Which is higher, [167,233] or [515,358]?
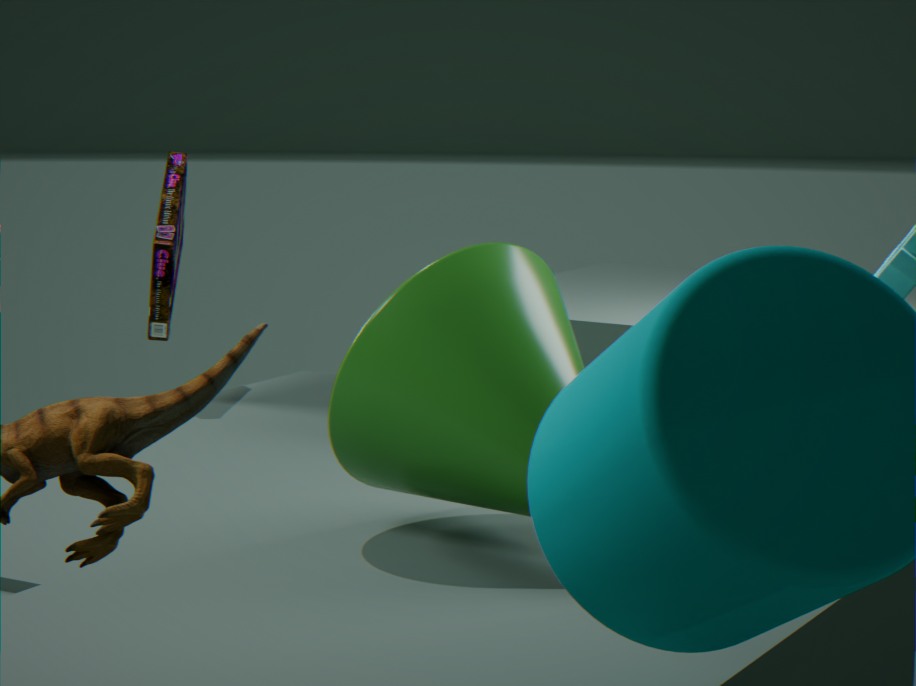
[167,233]
